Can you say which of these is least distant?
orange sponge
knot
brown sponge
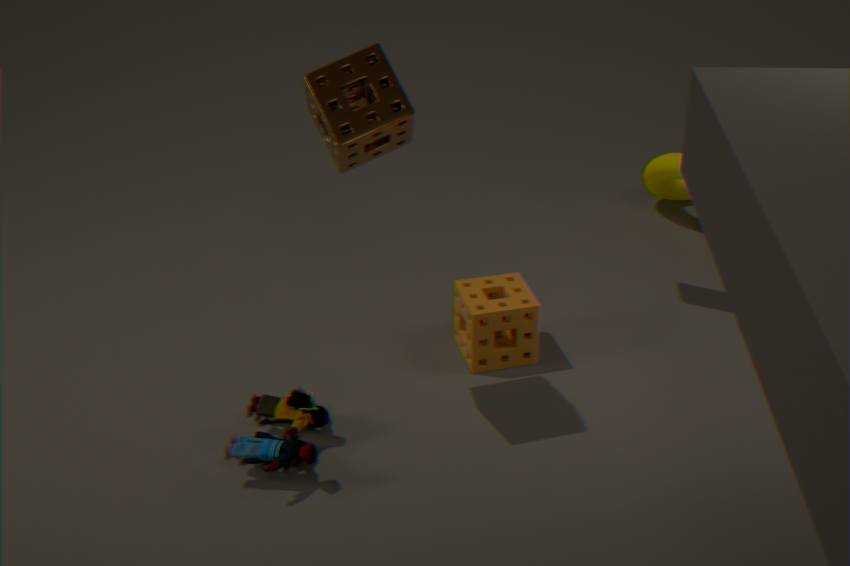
brown sponge
